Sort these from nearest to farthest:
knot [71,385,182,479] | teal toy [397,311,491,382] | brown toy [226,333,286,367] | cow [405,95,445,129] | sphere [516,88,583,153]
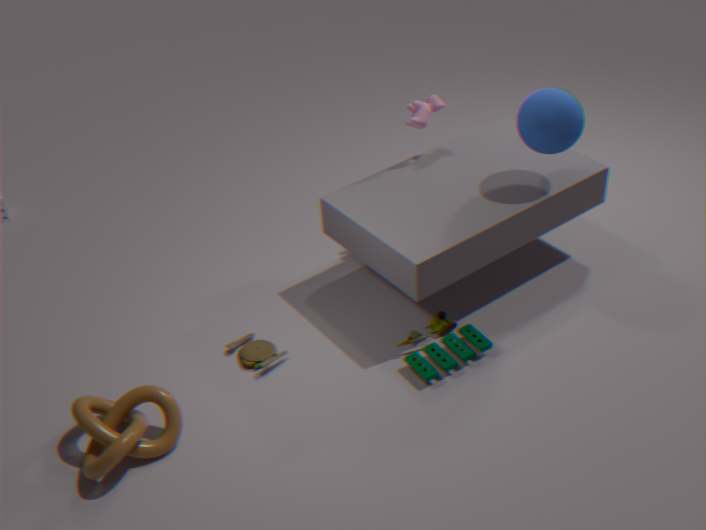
knot [71,385,182,479] → teal toy [397,311,491,382] → sphere [516,88,583,153] → brown toy [226,333,286,367] → cow [405,95,445,129]
